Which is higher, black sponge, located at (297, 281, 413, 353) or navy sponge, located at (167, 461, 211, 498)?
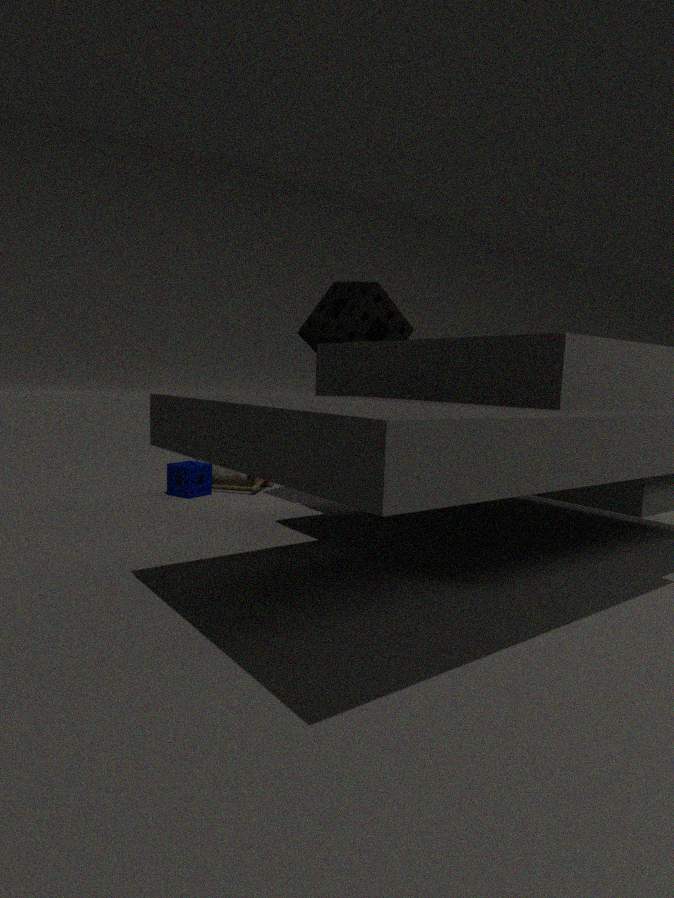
black sponge, located at (297, 281, 413, 353)
